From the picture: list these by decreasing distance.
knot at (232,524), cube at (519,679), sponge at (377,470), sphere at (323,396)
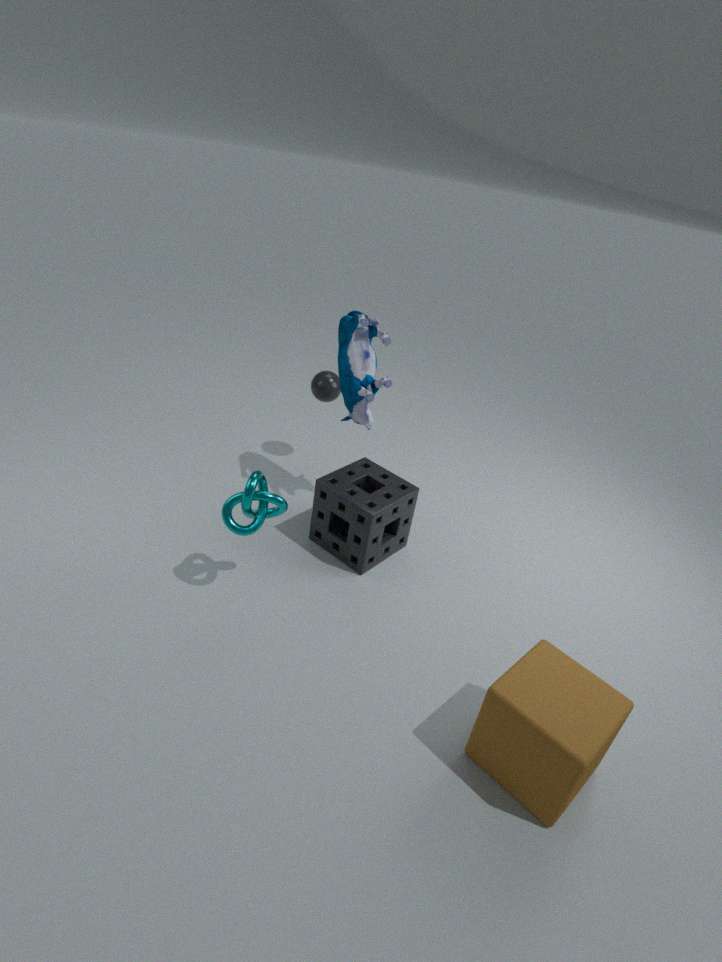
sphere at (323,396)
sponge at (377,470)
knot at (232,524)
cube at (519,679)
